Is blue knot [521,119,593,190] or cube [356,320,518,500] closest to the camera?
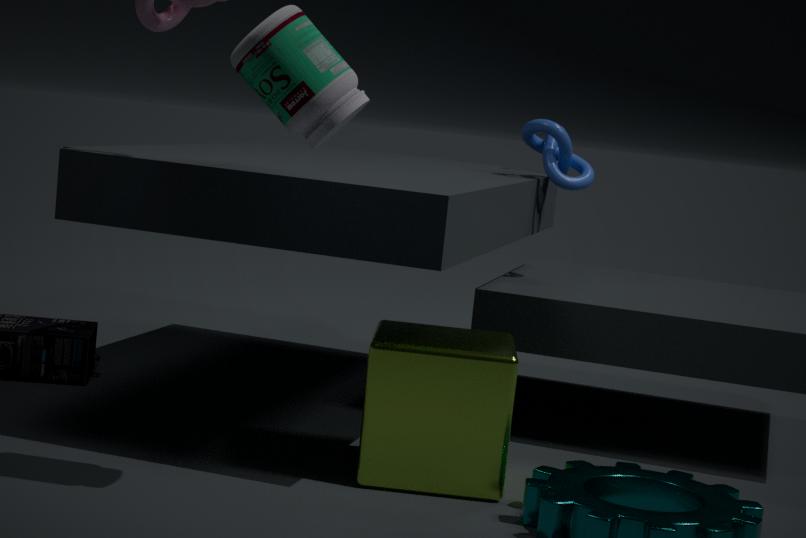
cube [356,320,518,500]
